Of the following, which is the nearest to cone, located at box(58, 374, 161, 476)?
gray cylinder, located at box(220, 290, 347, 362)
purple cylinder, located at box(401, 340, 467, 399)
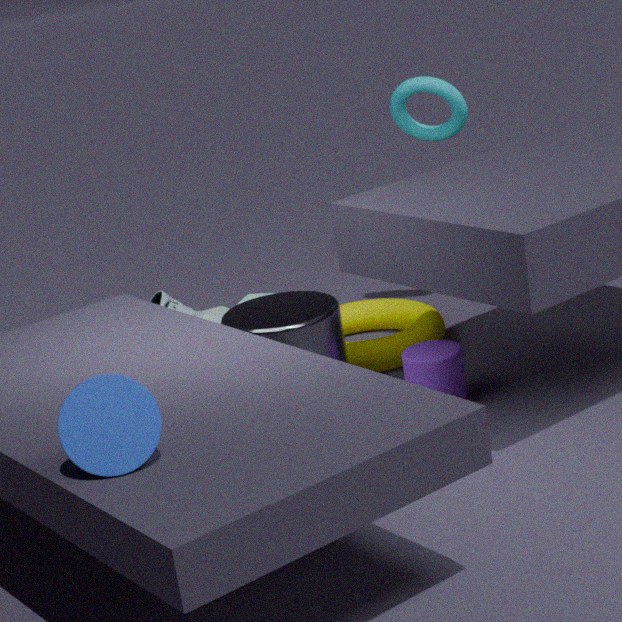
gray cylinder, located at box(220, 290, 347, 362)
